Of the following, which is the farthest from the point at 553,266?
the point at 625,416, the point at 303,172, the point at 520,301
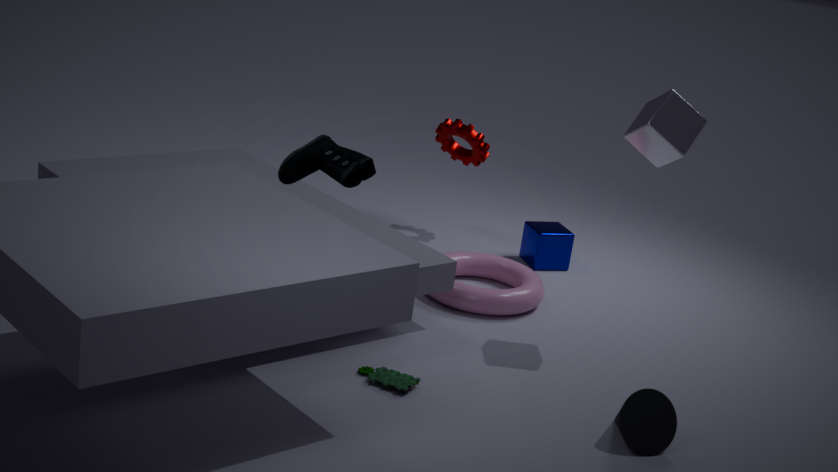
the point at 625,416
